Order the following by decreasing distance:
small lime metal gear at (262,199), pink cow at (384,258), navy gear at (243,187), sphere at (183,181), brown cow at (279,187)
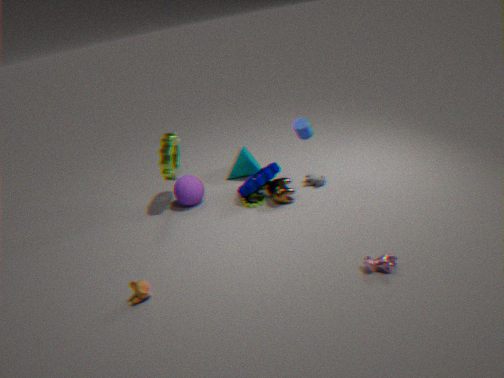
sphere at (183,181) → small lime metal gear at (262,199) → navy gear at (243,187) → brown cow at (279,187) → pink cow at (384,258)
